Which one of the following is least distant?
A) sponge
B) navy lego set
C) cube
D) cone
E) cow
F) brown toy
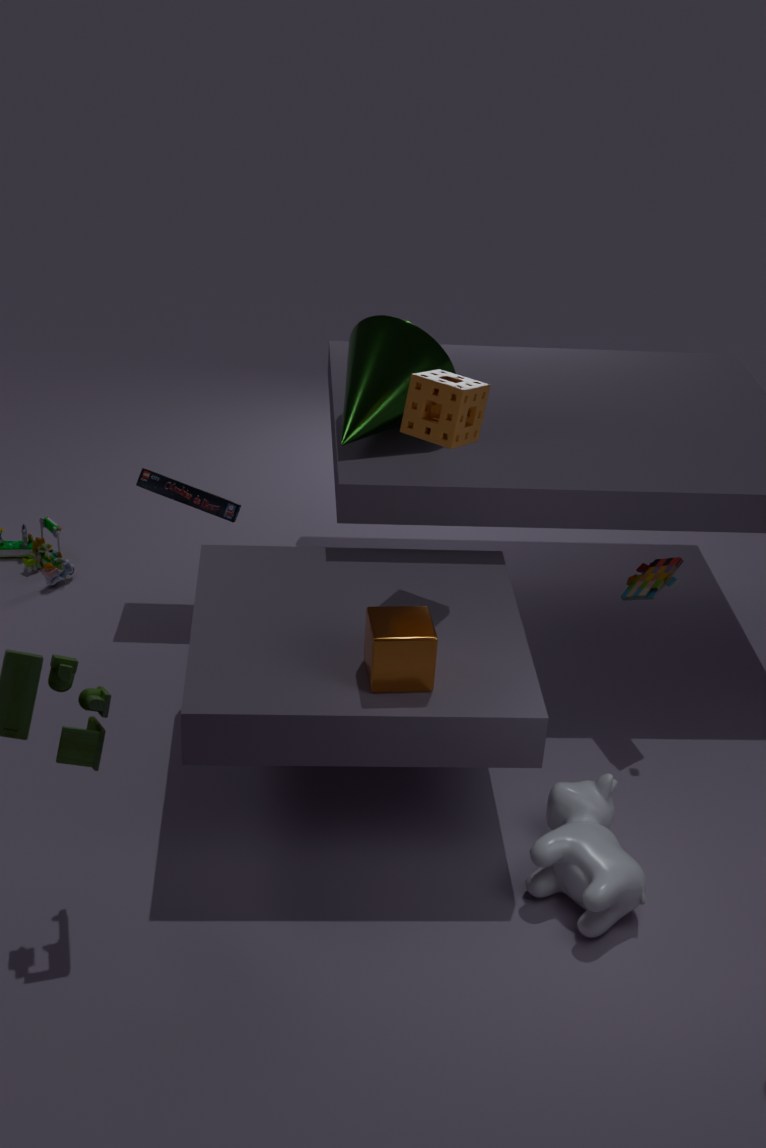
cube
